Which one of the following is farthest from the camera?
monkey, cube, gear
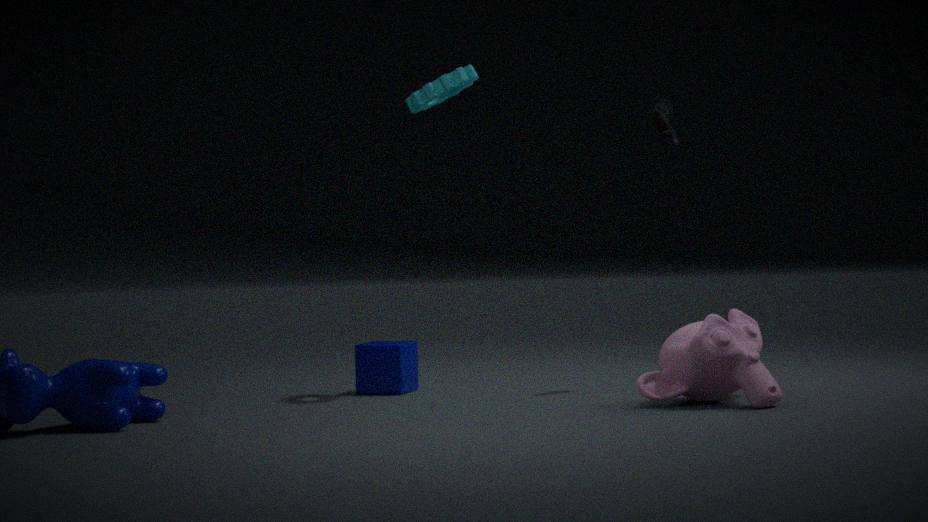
cube
